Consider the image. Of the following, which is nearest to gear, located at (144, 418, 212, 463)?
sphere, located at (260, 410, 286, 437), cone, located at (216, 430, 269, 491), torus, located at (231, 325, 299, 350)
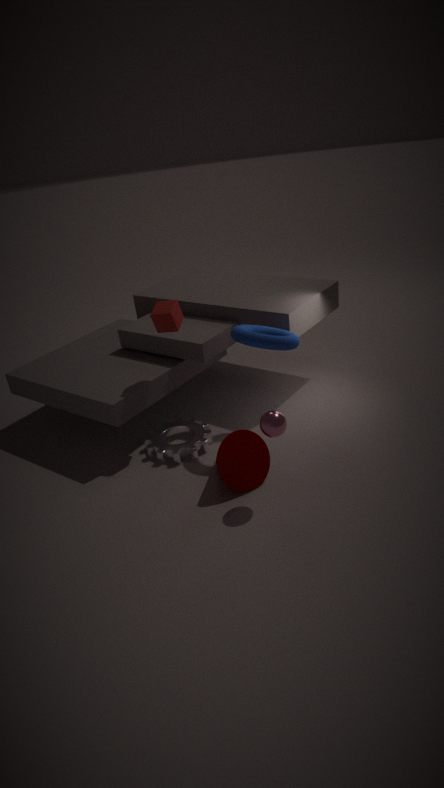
cone, located at (216, 430, 269, 491)
